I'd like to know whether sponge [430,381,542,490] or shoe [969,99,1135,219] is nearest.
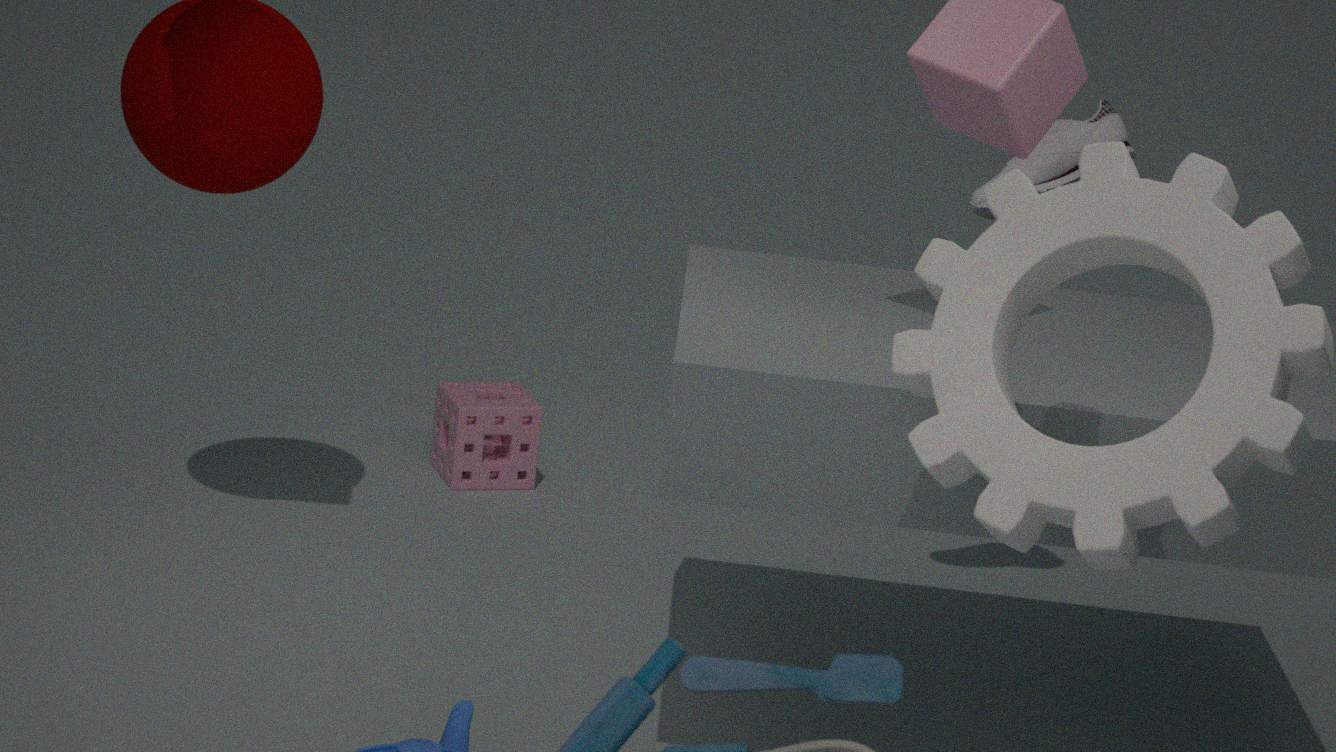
shoe [969,99,1135,219]
